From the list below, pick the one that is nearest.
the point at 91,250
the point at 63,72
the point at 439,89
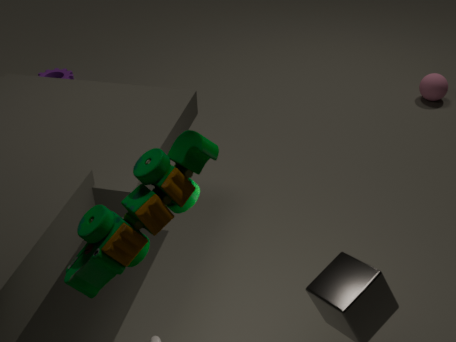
the point at 91,250
